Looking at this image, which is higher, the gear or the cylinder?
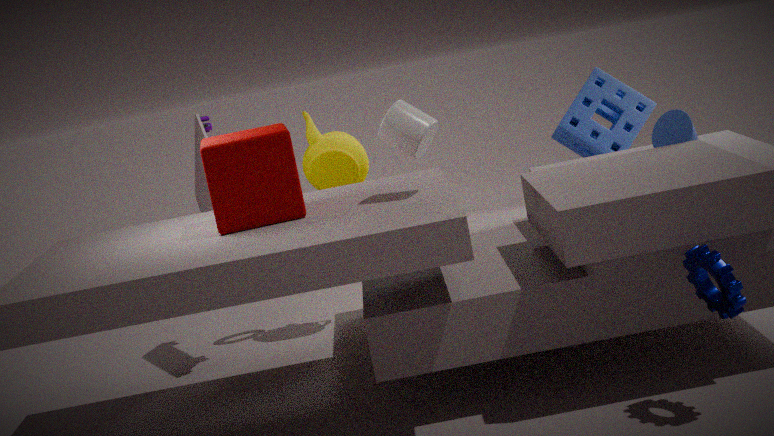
the cylinder
